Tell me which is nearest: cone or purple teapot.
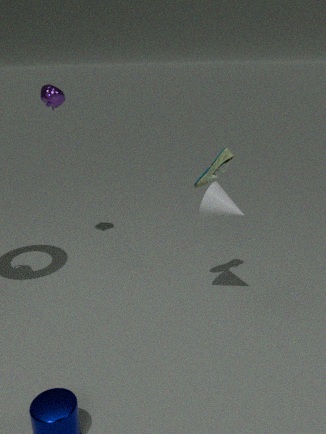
cone
